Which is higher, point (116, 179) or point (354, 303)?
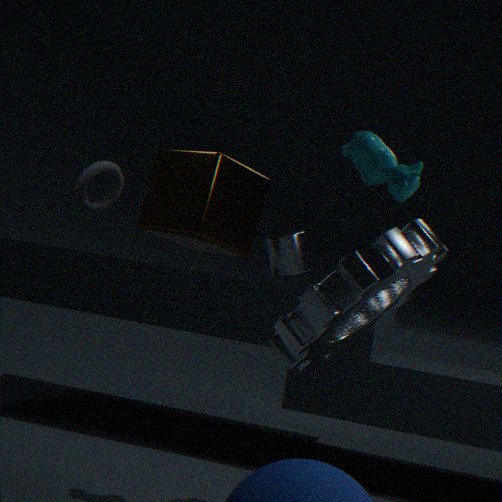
point (116, 179)
